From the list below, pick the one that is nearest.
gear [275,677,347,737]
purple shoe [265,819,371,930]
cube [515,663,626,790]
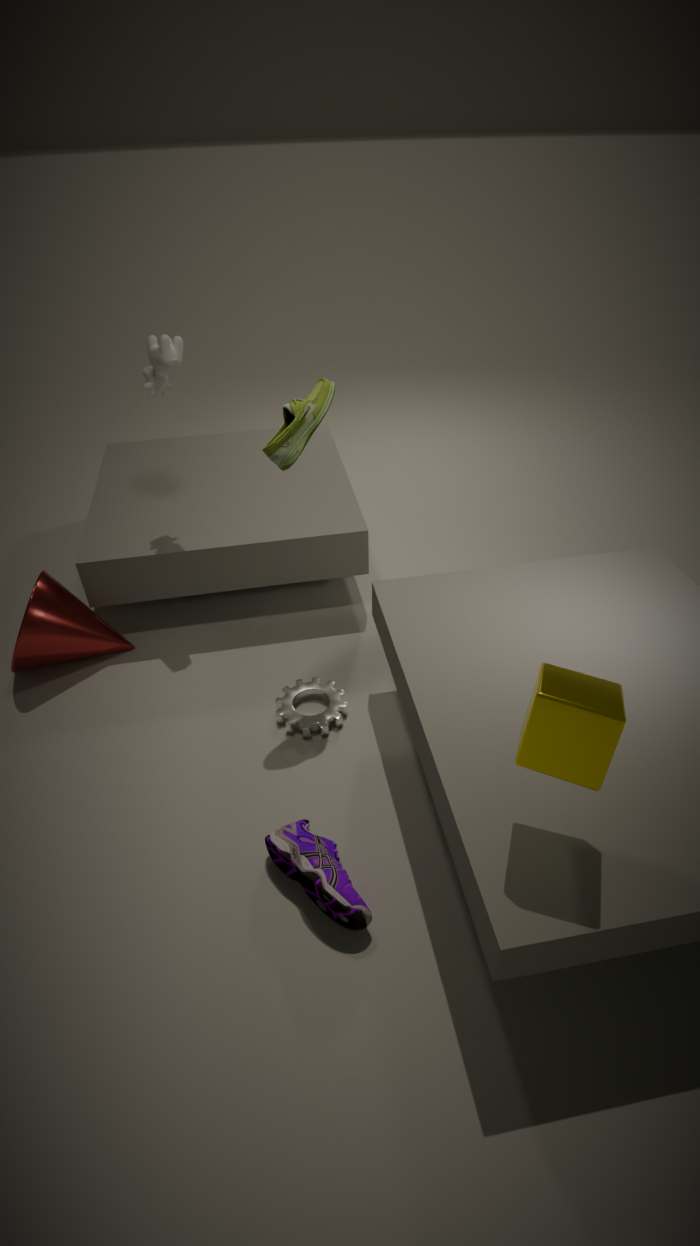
cube [515,663,626,790]
